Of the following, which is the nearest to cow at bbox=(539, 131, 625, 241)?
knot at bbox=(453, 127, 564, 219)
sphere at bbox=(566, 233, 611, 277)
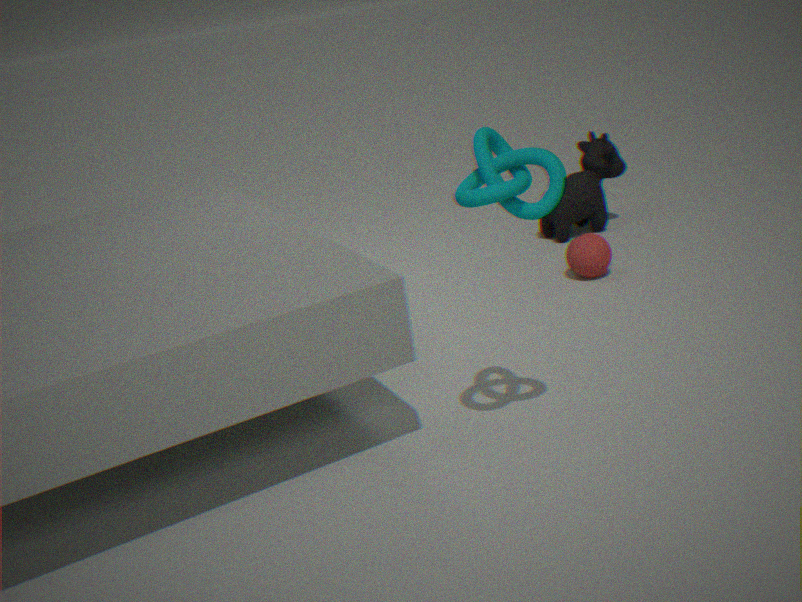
sphere at bbox=(566, 233, 611, 277)
